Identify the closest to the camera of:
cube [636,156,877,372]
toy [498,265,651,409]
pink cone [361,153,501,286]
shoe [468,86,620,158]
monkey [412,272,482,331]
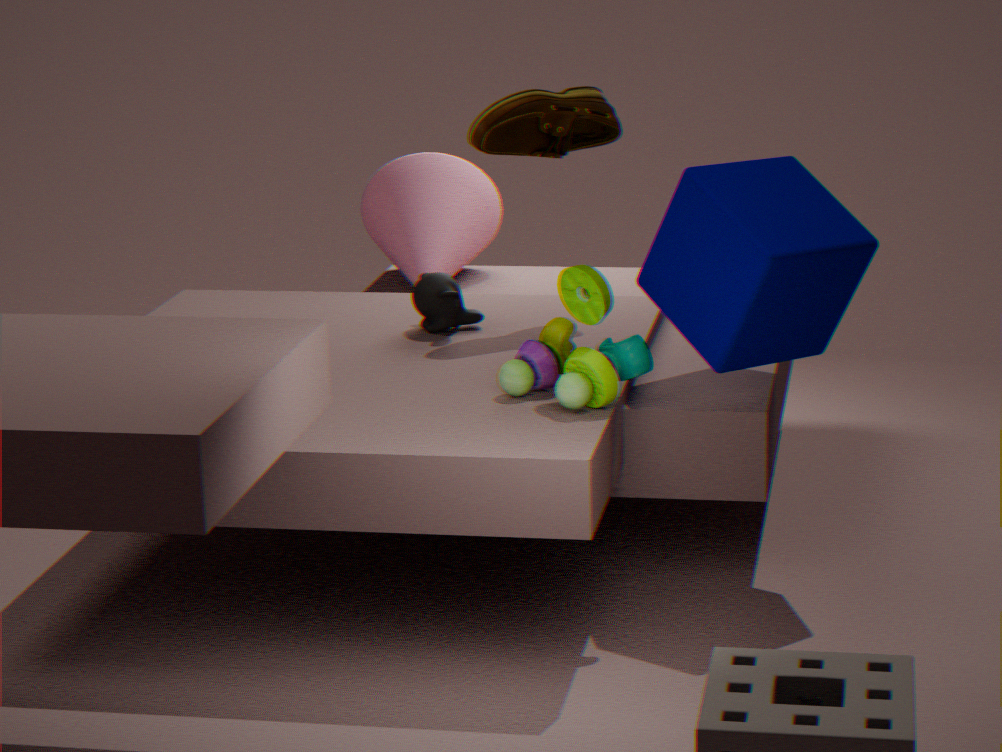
toy [498,265,651,409]
